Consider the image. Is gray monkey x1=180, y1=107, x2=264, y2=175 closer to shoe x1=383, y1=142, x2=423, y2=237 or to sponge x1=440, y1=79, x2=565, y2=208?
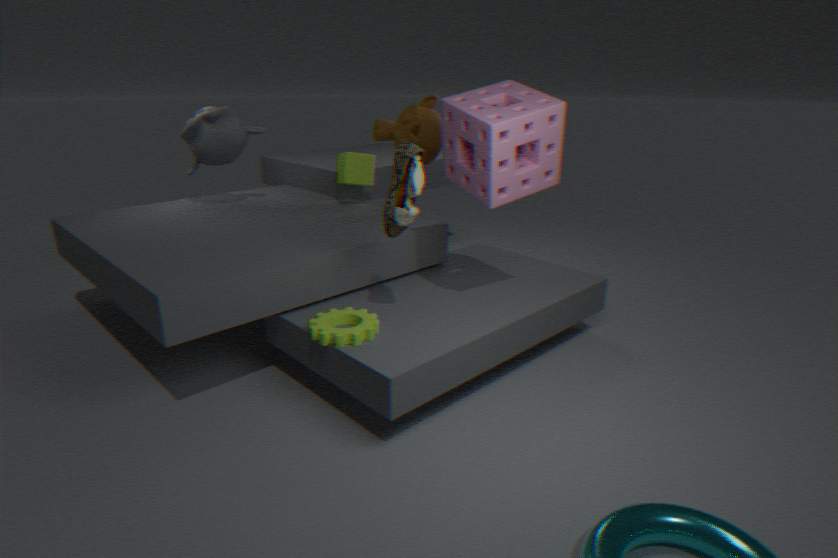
sponge x1=440, y1=79, x2=565, y2=208
